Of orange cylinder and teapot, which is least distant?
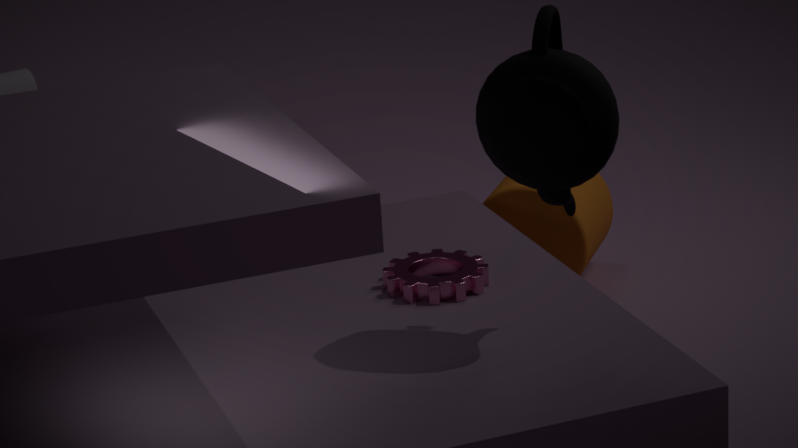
teapot
